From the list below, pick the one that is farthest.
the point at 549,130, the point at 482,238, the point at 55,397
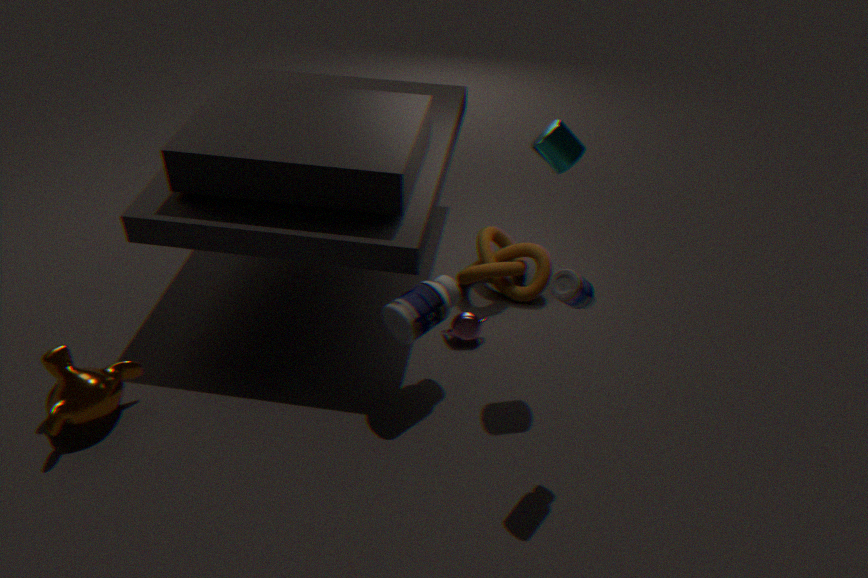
the point at 482,238
